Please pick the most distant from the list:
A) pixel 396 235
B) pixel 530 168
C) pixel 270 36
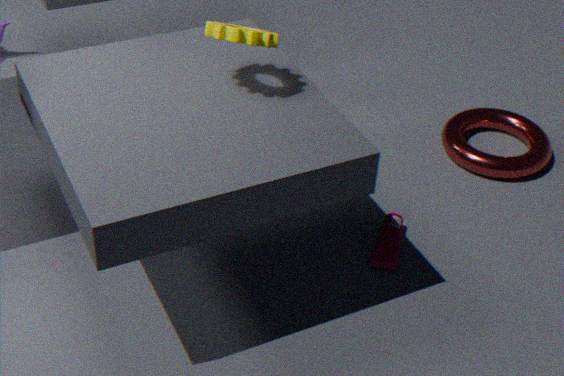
pixel 530 168
